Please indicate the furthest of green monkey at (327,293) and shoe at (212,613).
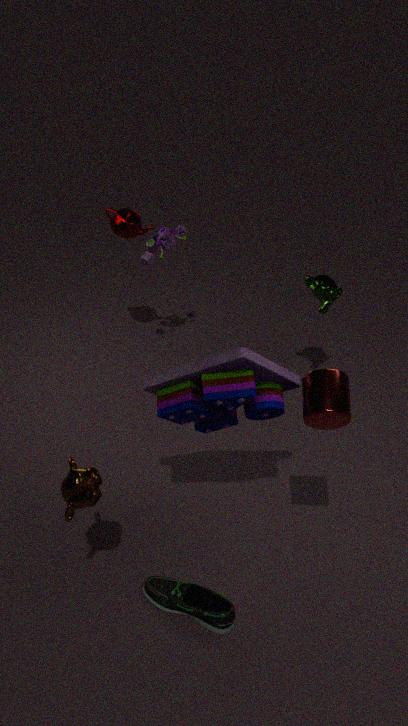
green monkey at (327,293)
